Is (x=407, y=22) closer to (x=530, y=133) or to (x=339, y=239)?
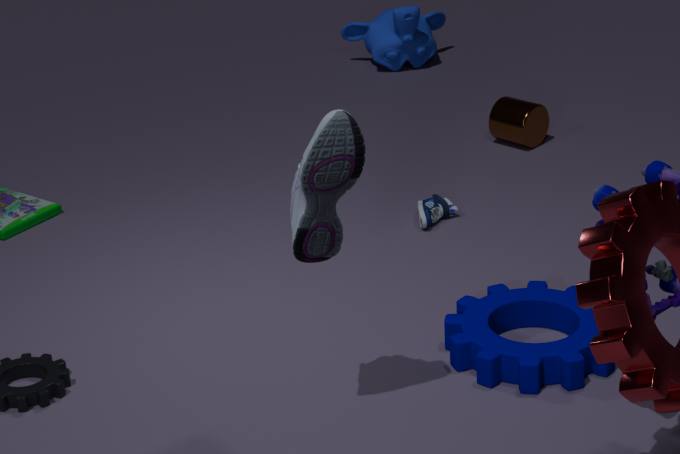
(x=530, y=133)
